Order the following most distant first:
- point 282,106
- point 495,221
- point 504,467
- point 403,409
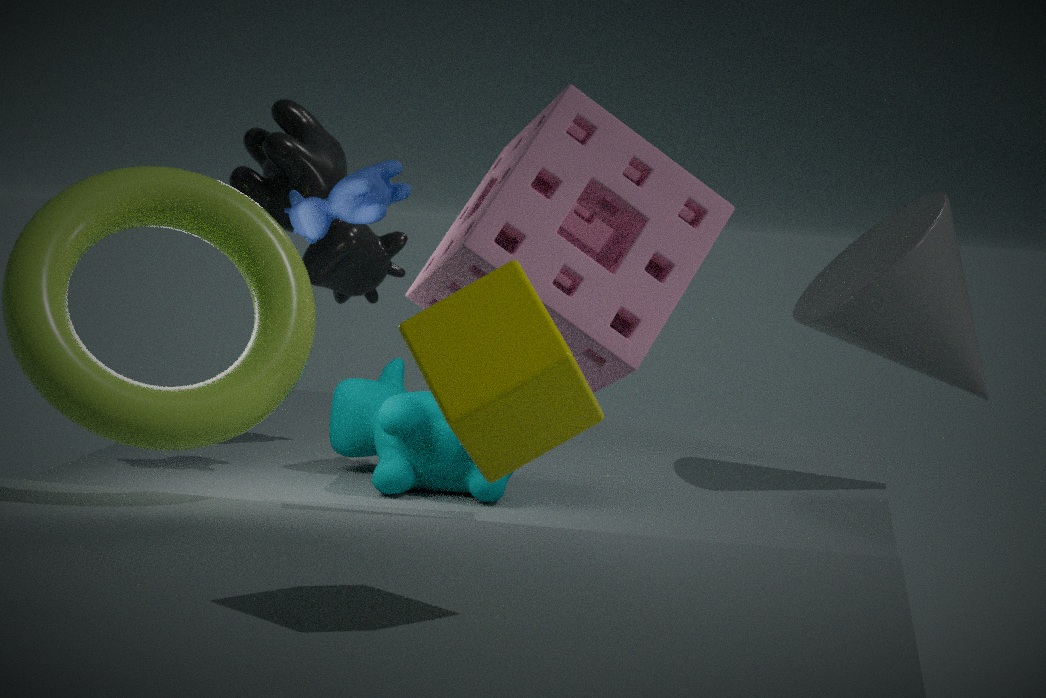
point 282,106
point 403,409
point 495,221
point 504,467
